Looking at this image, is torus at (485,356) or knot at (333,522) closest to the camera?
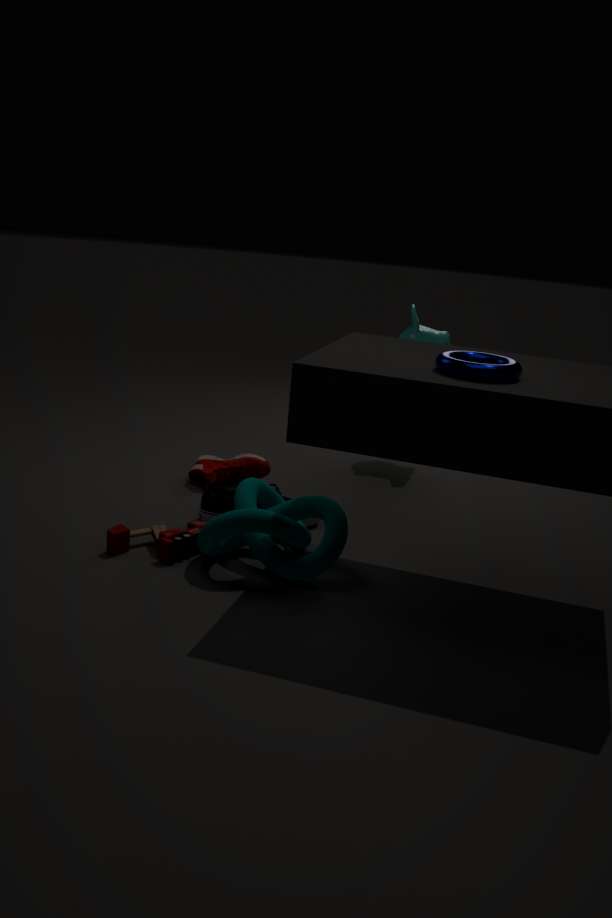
torus at (485,356)
